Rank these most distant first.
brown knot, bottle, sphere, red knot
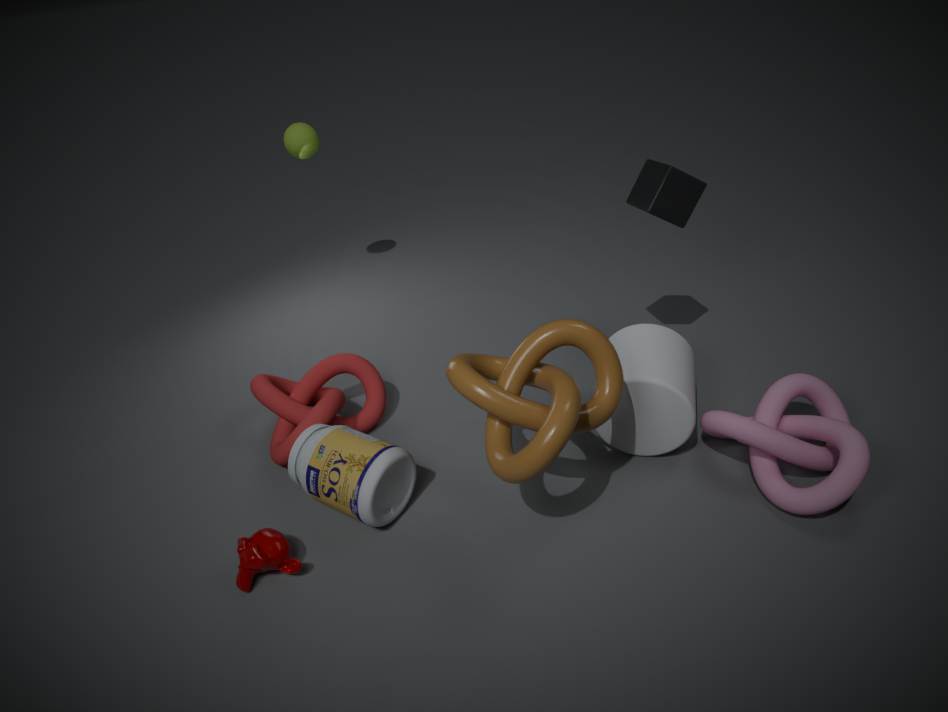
sphere, red knot, bottle, brown knot
